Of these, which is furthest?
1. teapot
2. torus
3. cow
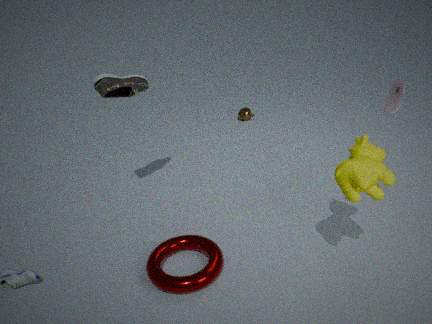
teapot
